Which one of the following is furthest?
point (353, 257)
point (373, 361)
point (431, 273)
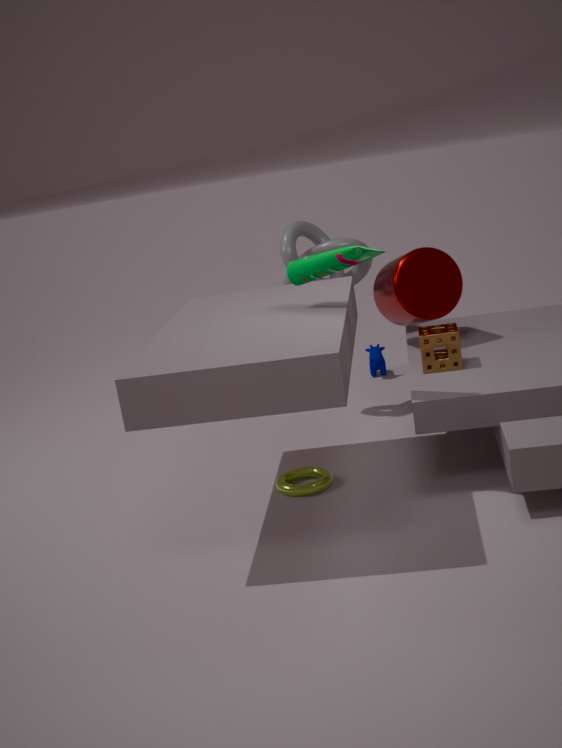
point (373, 361)
